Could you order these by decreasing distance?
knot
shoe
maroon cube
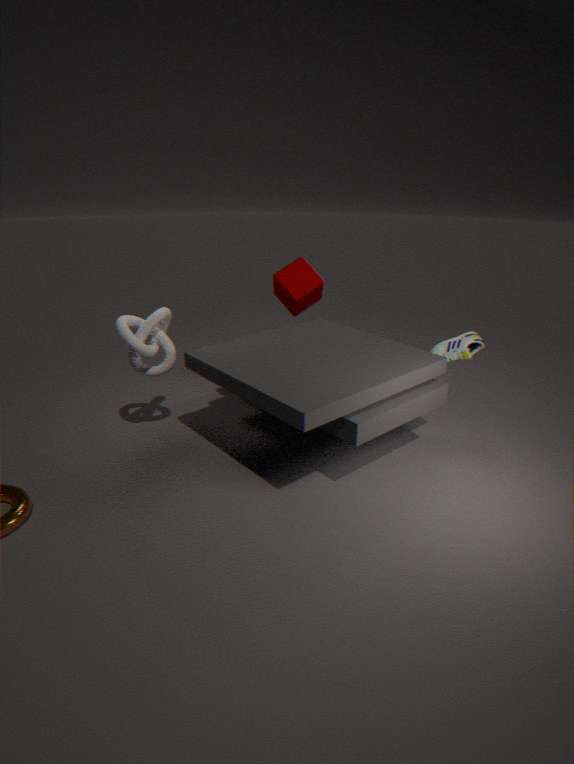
1. maroon cube
2. shoe
3. knot
